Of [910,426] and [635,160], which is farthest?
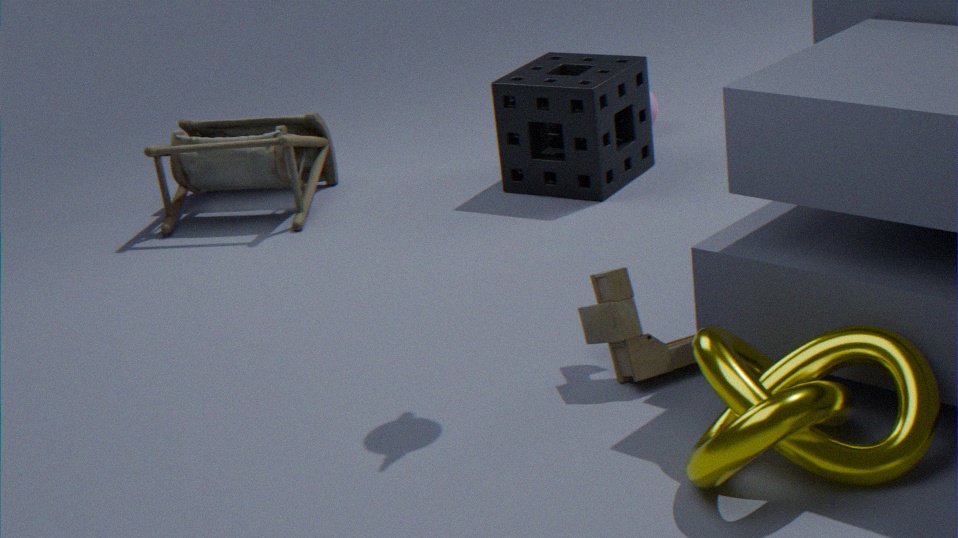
[635,160]
